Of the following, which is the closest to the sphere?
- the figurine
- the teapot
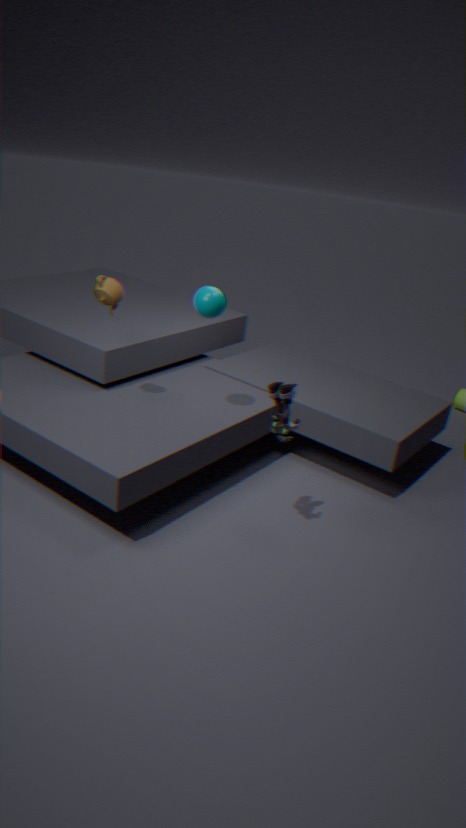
the teapot
